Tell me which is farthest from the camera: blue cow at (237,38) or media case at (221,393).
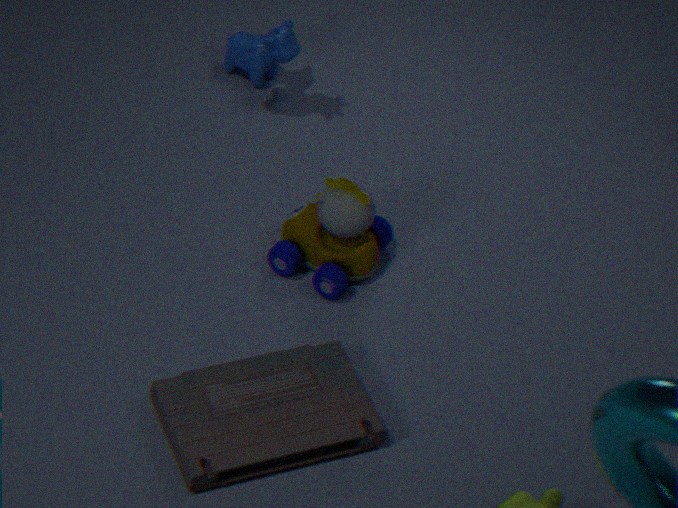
blue cow at (237,38)
